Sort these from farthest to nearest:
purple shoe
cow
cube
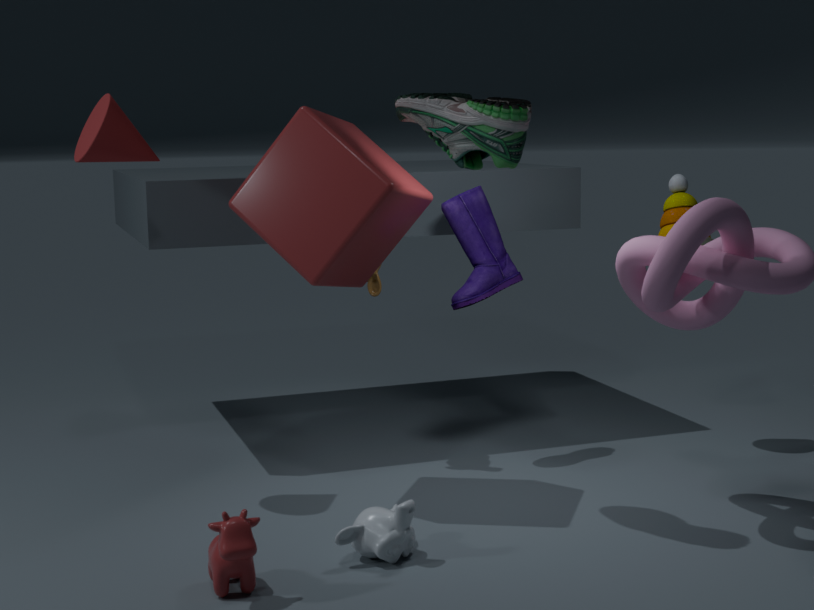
purple shoe → cube → cow
